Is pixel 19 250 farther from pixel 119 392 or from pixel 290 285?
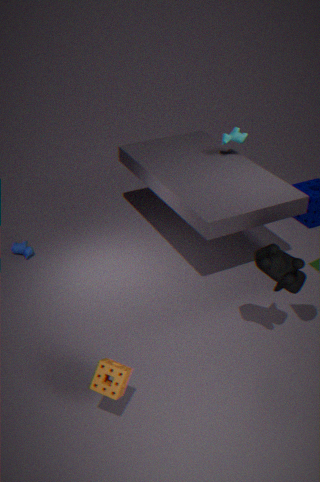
pixel 290 285
